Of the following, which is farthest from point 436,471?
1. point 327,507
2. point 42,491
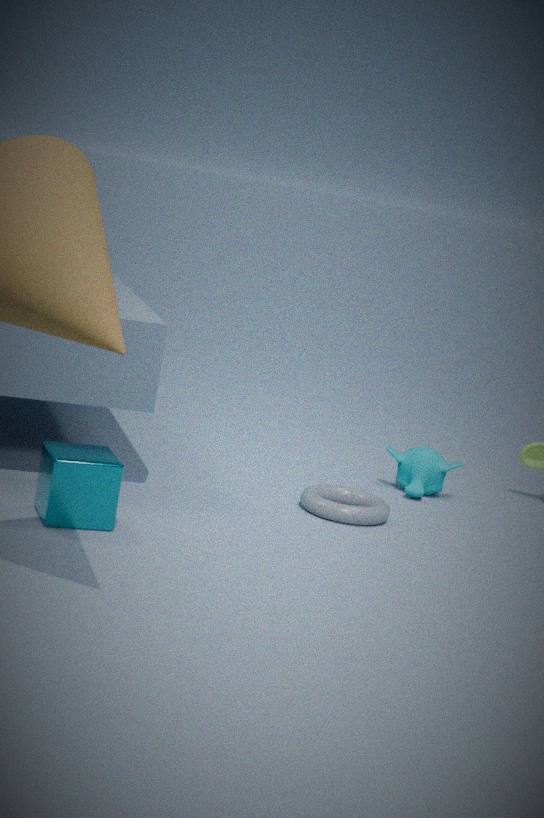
point 42,491
